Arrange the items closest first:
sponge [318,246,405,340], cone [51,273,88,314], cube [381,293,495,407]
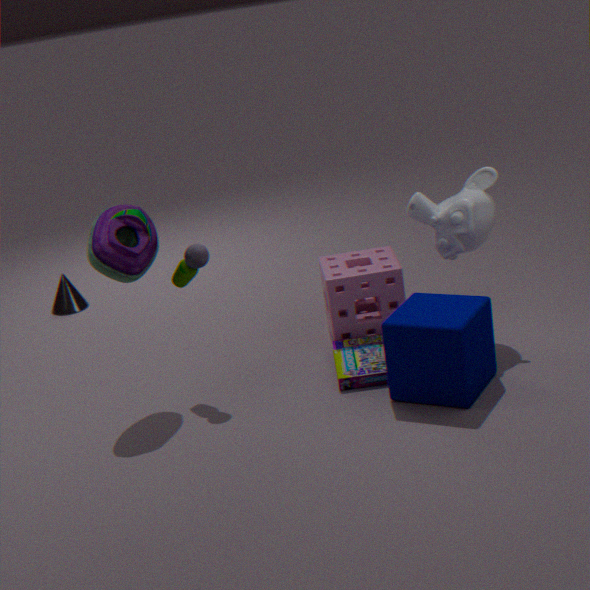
cube [381,293,495,407], sponge [318,246,405,340], cone [51,273,88,314]
